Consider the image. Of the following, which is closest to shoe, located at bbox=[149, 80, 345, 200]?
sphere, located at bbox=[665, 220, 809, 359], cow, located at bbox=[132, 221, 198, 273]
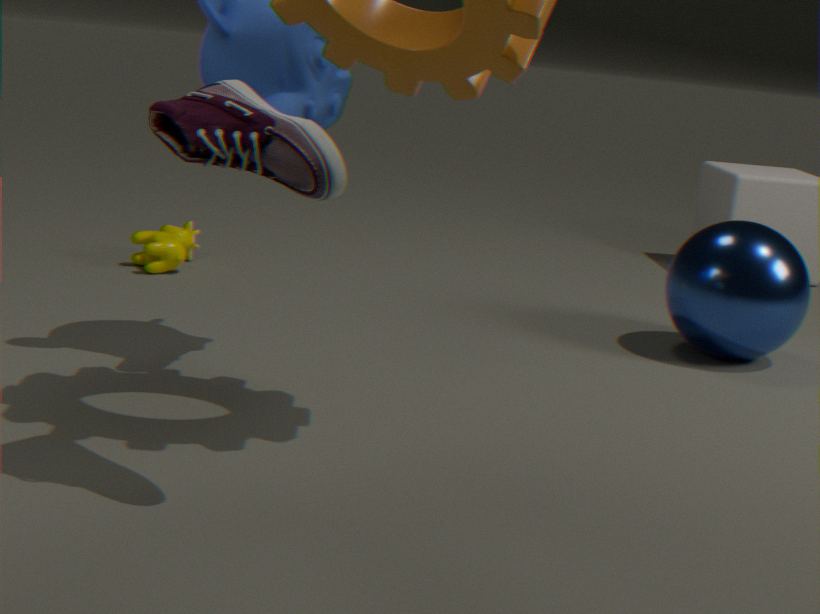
sphere, located at bbox=[665, 220, 809, 359]
